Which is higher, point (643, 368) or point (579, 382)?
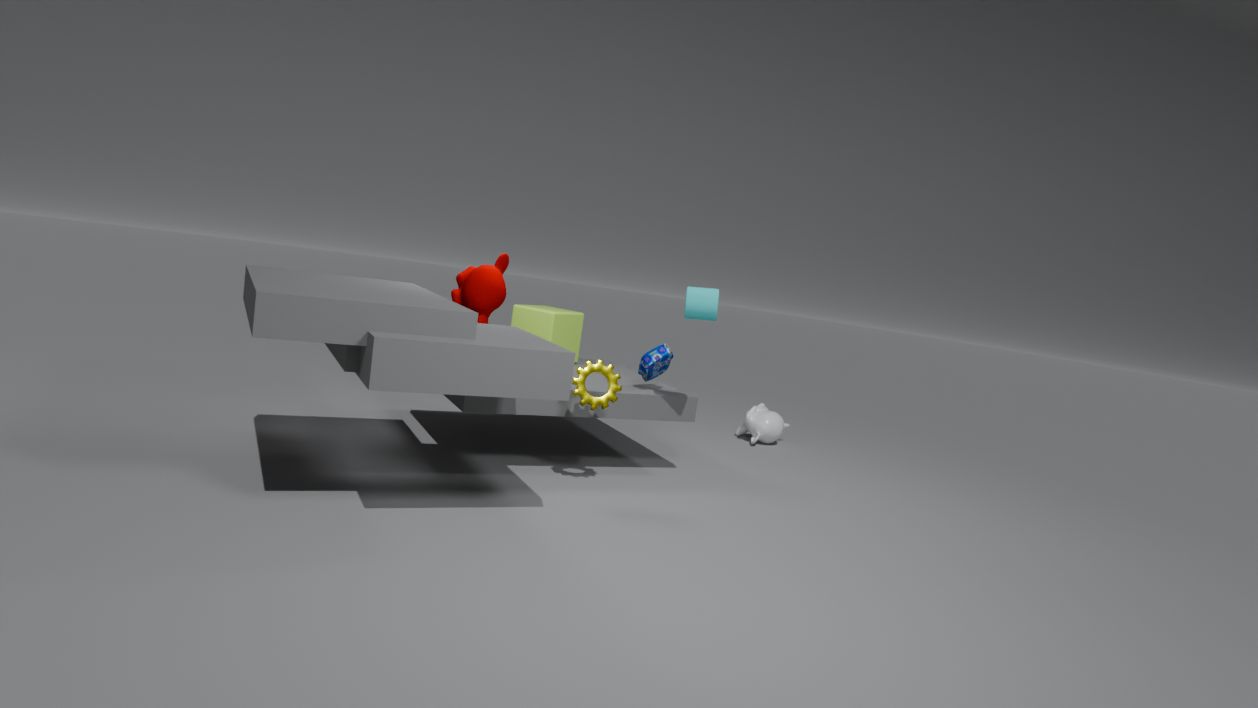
point (643, 368)
